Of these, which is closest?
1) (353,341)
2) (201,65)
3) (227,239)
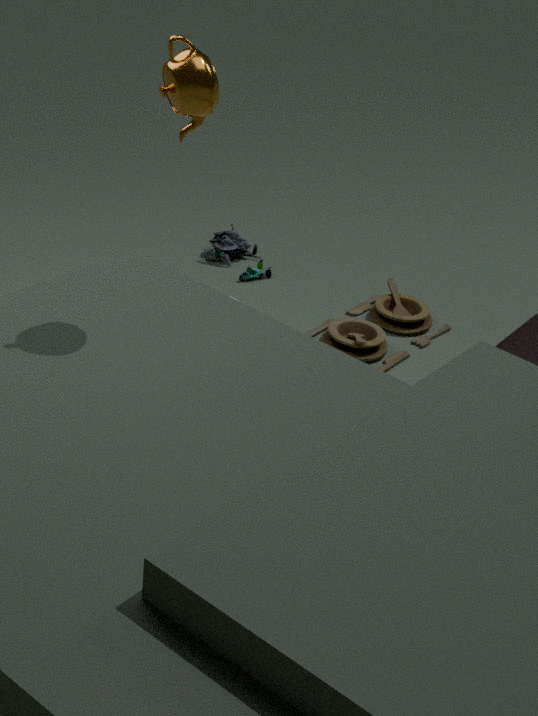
2. (201,65)
